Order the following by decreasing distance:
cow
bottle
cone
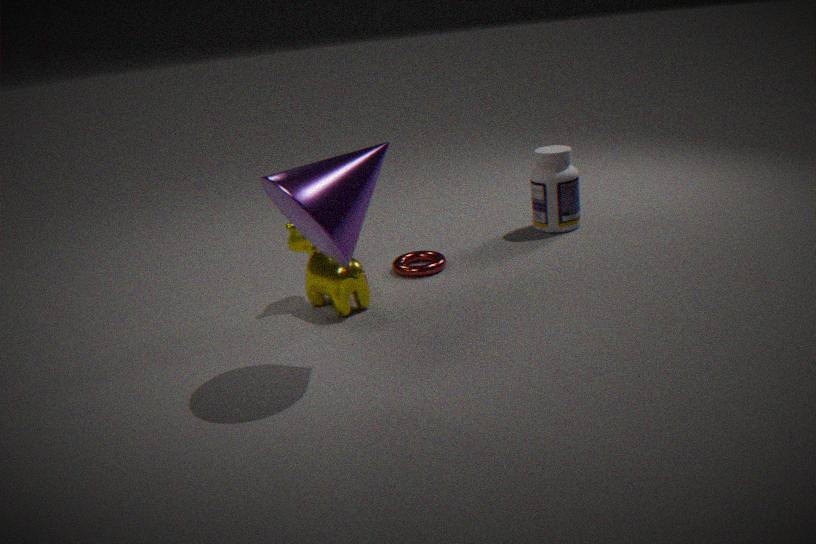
bottle → cow → cone
